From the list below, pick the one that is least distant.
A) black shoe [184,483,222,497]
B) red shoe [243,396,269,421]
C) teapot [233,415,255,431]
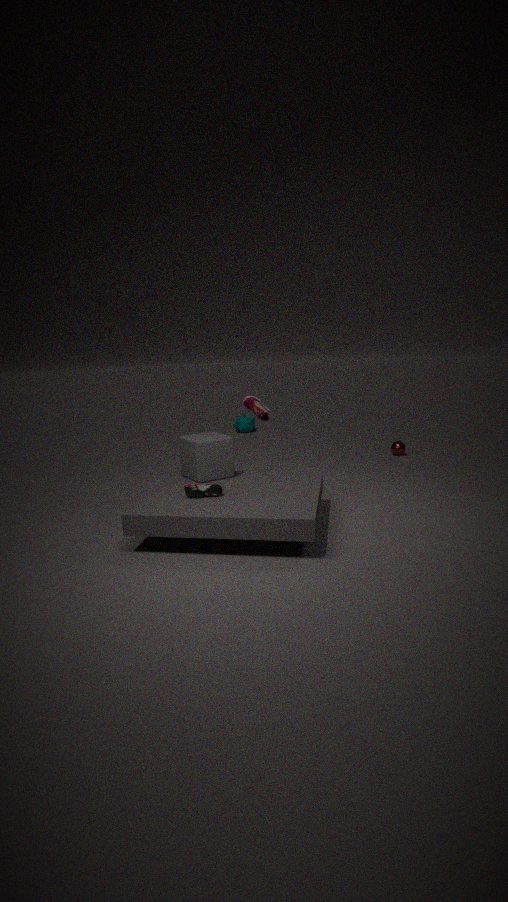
black shoe [184,483,222,497]
